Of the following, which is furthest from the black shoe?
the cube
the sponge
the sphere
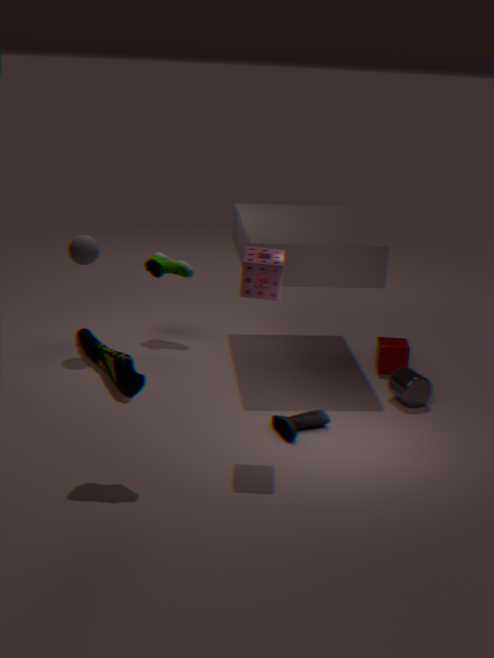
the sphere
